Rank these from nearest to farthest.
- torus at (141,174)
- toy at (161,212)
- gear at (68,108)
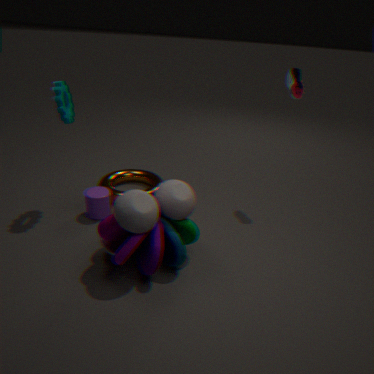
1. toy at (161,212)
2. gear at (68,108)
3. torus at (141,174)
